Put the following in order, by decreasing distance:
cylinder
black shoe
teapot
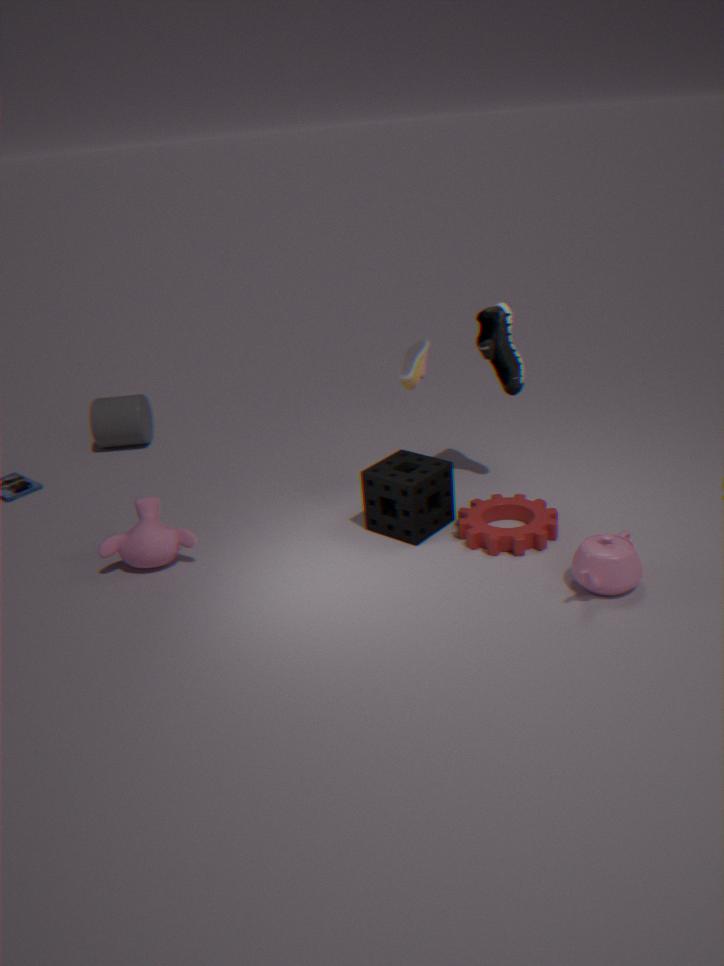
1. cylinder
2. black shoe
3. teapot
